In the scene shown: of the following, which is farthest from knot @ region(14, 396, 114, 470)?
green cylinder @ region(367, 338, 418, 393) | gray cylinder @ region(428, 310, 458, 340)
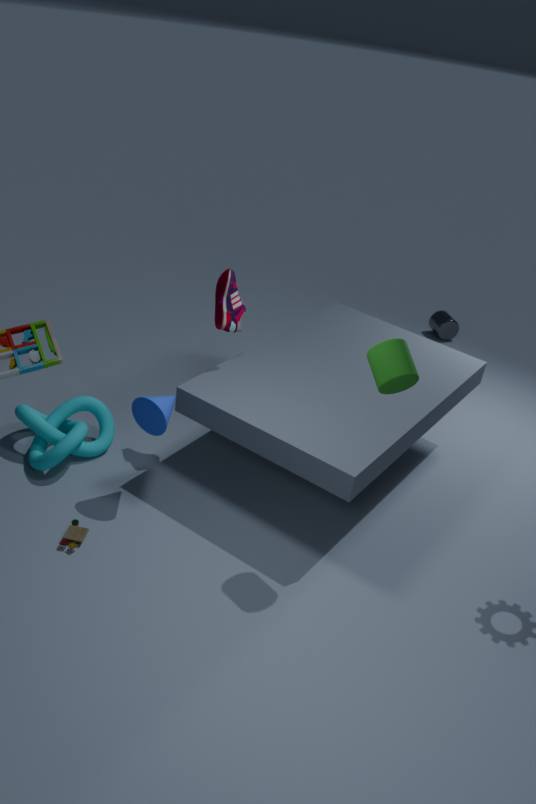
gray cylinder @ region(428, 310, 458, 340)
